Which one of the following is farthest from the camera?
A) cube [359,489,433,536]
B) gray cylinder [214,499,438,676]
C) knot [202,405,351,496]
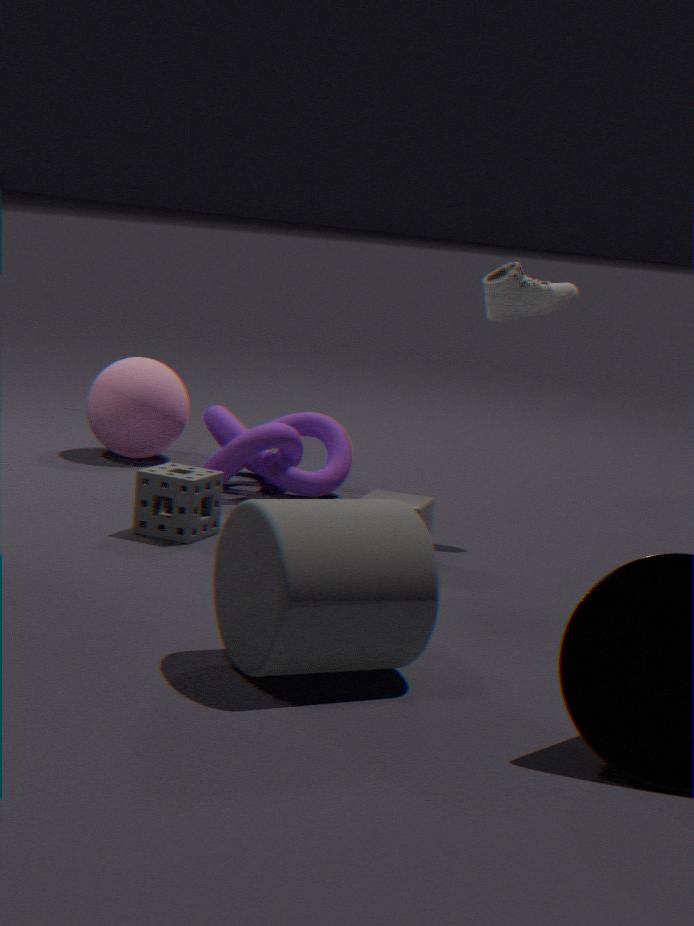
C. knot [202,405,351,496]
